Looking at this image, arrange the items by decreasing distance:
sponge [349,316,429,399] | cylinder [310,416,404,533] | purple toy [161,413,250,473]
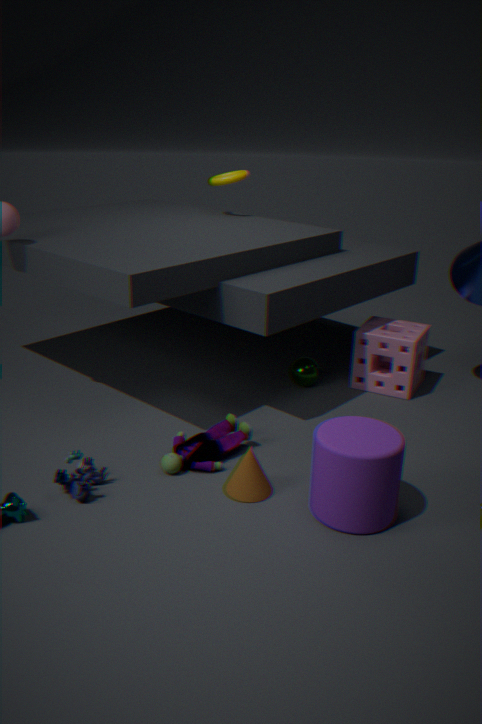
1. sponge [349,316,429,399]
2. purple toy [161,413,250,473]
3. cylinder [310,416,404,533]
